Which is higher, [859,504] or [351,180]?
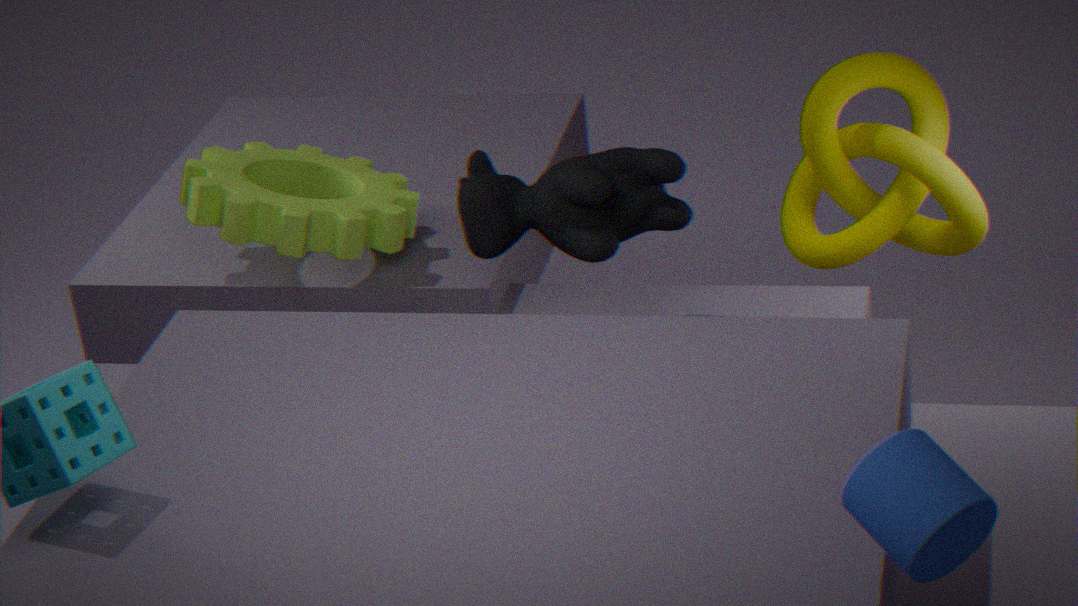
[859,504]
